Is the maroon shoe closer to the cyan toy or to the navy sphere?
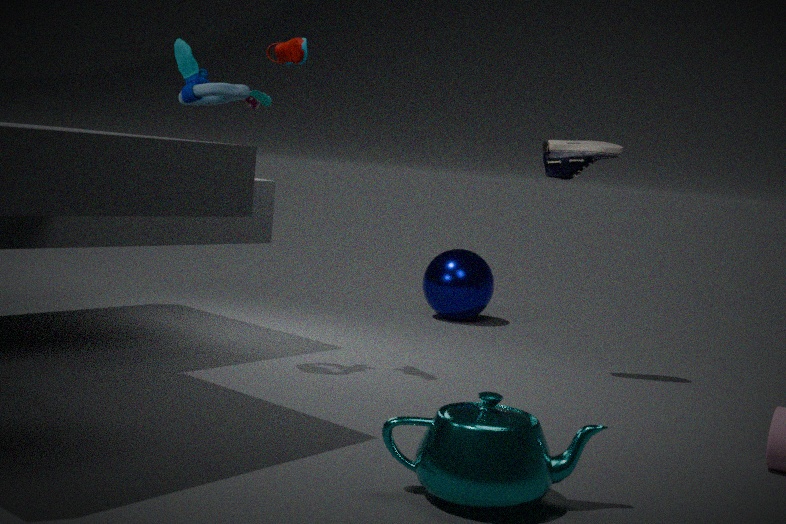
the cyan toy
